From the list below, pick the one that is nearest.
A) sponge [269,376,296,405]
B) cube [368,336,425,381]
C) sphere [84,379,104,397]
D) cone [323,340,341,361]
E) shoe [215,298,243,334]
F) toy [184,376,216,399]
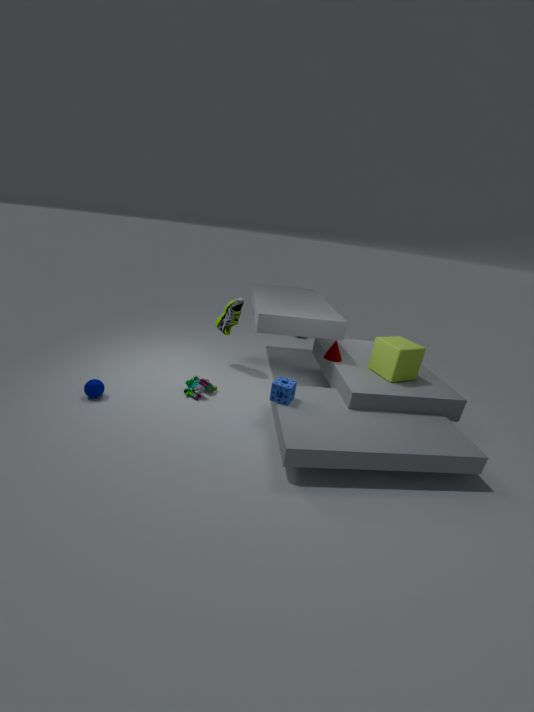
A. sponge [269,376,296,405]
